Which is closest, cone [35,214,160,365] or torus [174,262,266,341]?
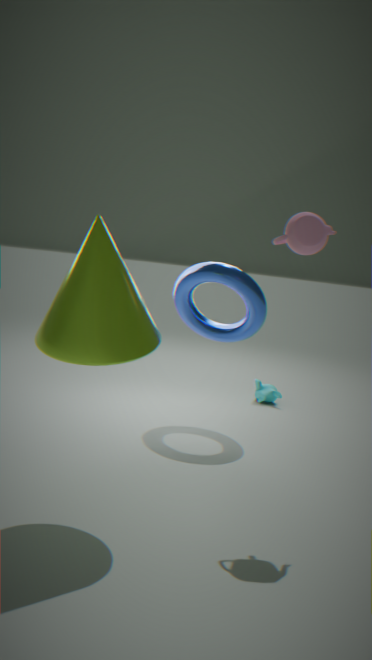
cone [35,214,160,365]
